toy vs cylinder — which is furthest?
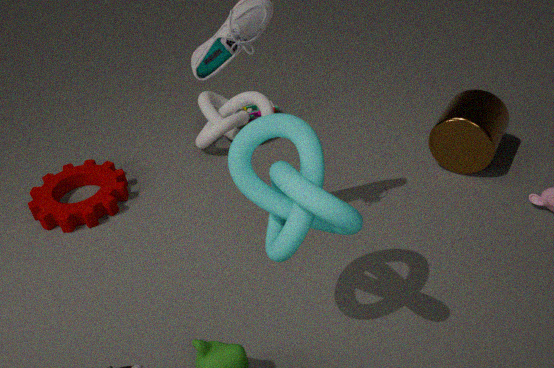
toy
